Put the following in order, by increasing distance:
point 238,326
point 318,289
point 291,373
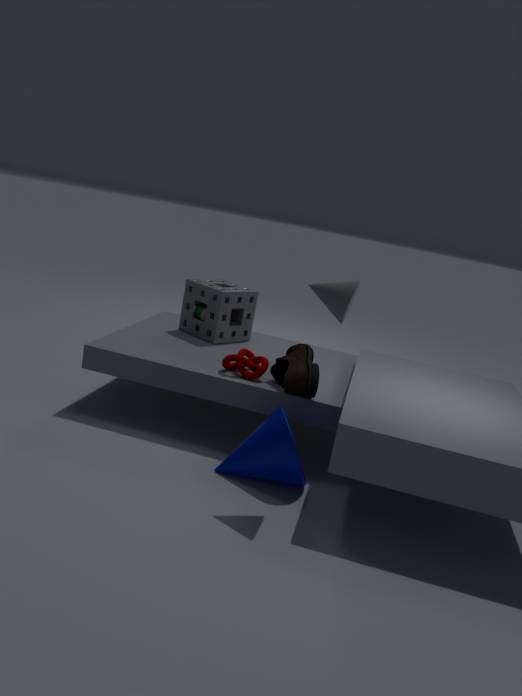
point 318,289
point 291,373
point 238,326
